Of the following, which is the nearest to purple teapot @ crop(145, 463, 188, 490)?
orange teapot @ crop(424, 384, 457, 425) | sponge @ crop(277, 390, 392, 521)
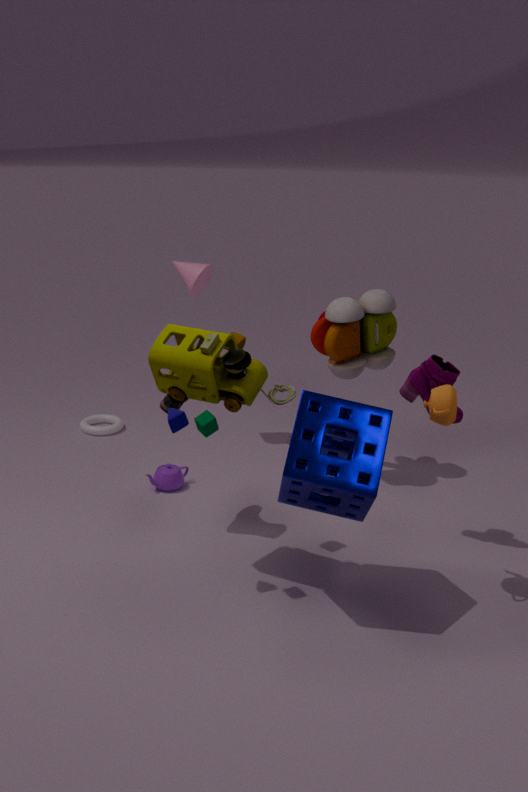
sponge @ crop(277, 390, 392, 521)
